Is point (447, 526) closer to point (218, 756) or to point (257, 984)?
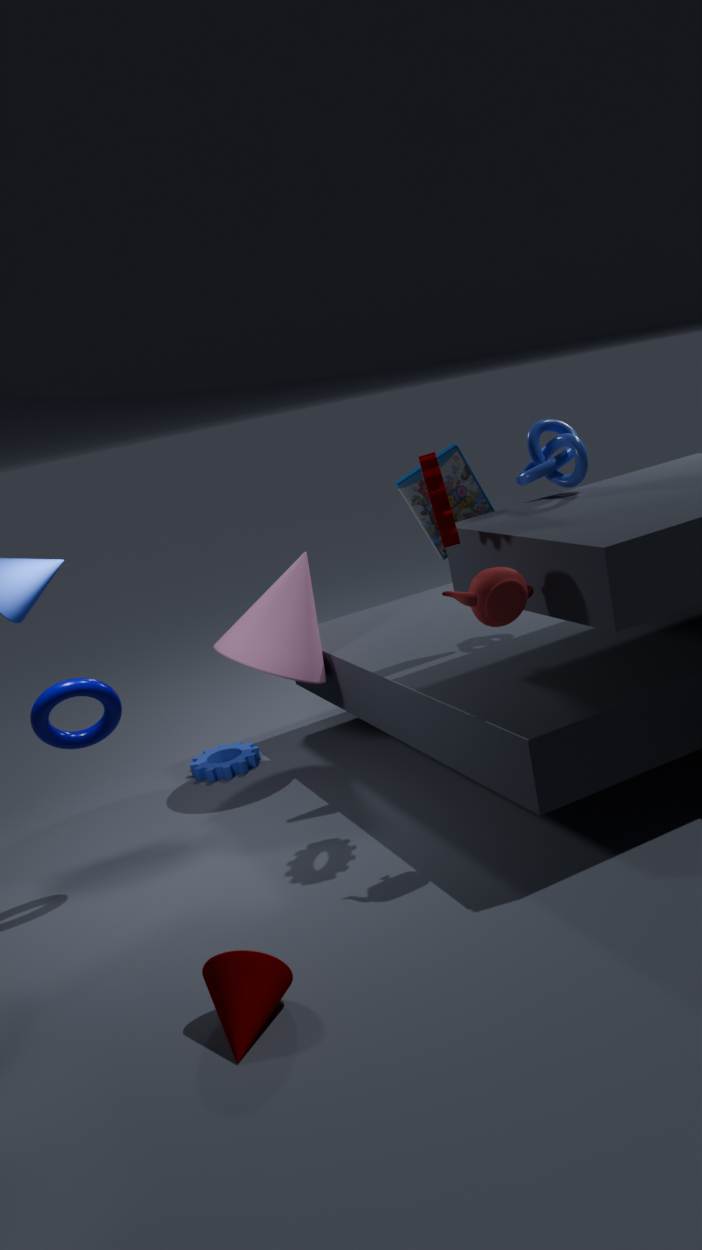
point (257, 984)
